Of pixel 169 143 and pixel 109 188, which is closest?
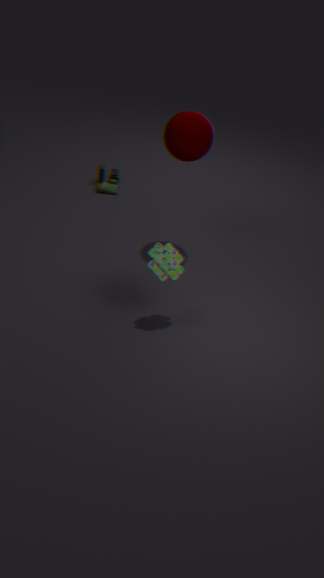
pixel 169 143
